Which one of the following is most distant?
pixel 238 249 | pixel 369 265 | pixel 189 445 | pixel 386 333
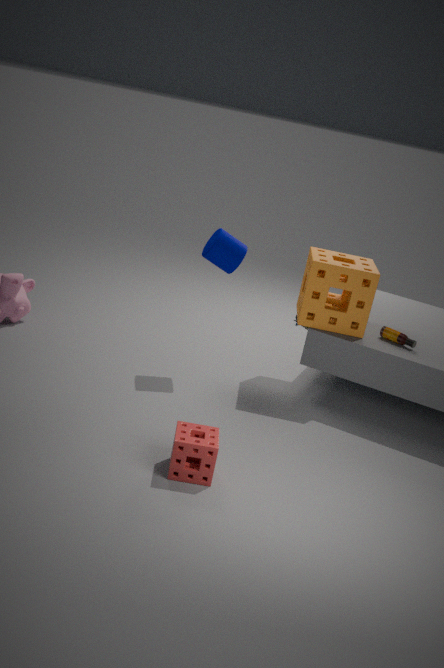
pixel 369 265
